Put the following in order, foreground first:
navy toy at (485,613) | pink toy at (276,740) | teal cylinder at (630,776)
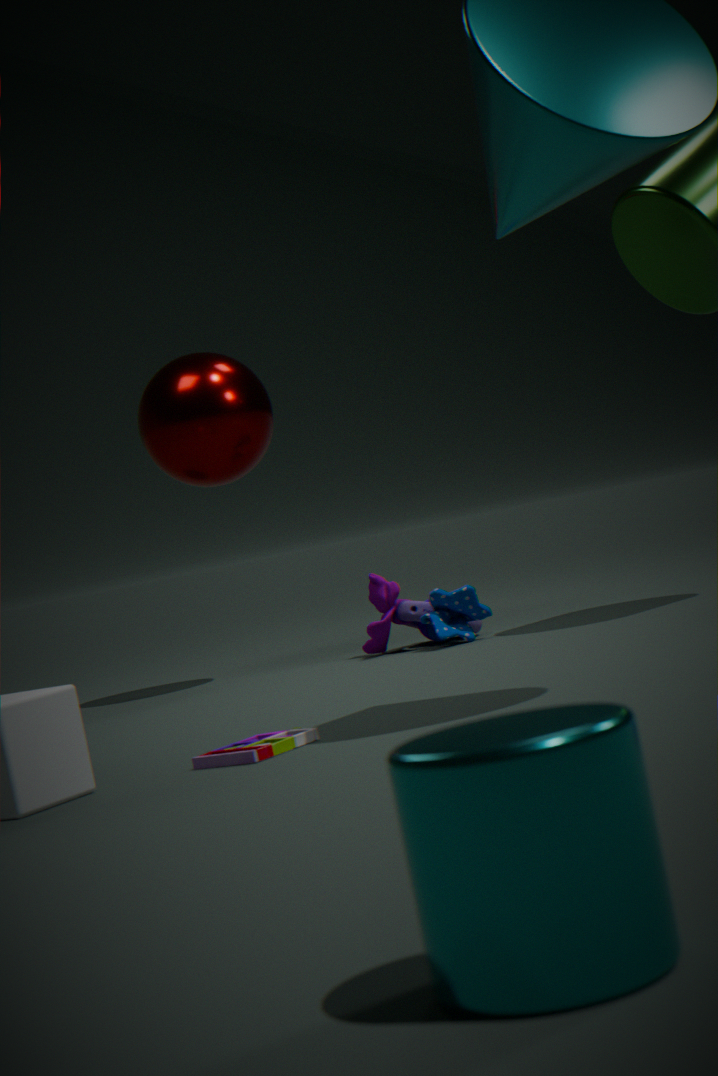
1. teal cylinder at (630,776)
2. pink toy at (276,740)
3. navy toy at (485,613)
